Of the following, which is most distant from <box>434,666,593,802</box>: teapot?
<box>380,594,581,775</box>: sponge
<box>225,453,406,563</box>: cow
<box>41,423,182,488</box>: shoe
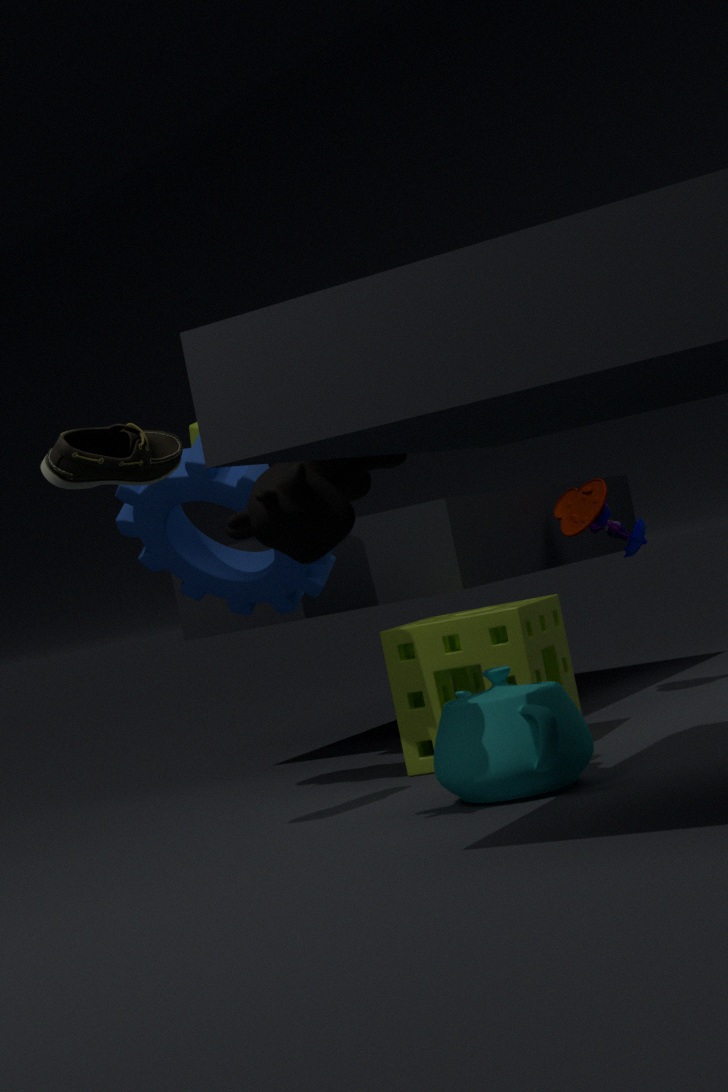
<box>41,423,182,488</box>: shoe
